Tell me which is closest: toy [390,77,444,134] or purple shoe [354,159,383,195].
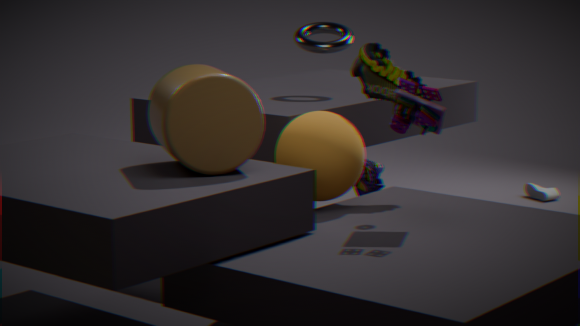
toy [390,77,444,134]
